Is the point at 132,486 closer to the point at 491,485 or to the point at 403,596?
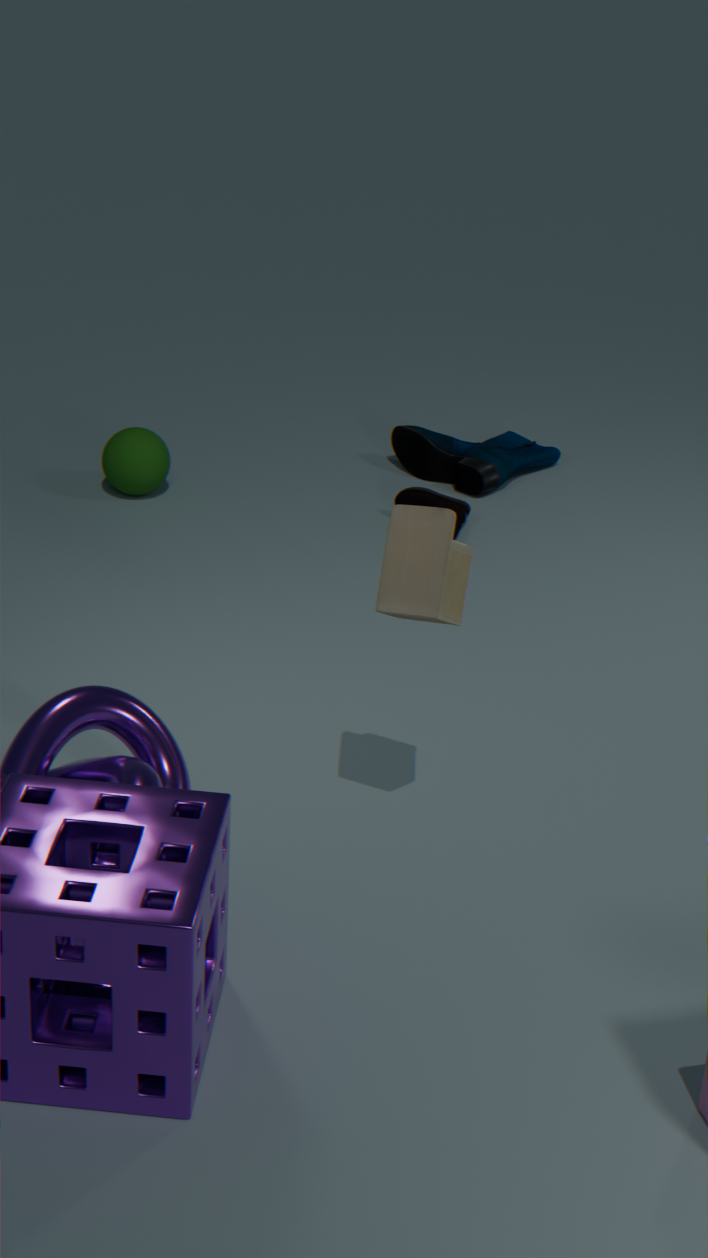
the point at 491,485
